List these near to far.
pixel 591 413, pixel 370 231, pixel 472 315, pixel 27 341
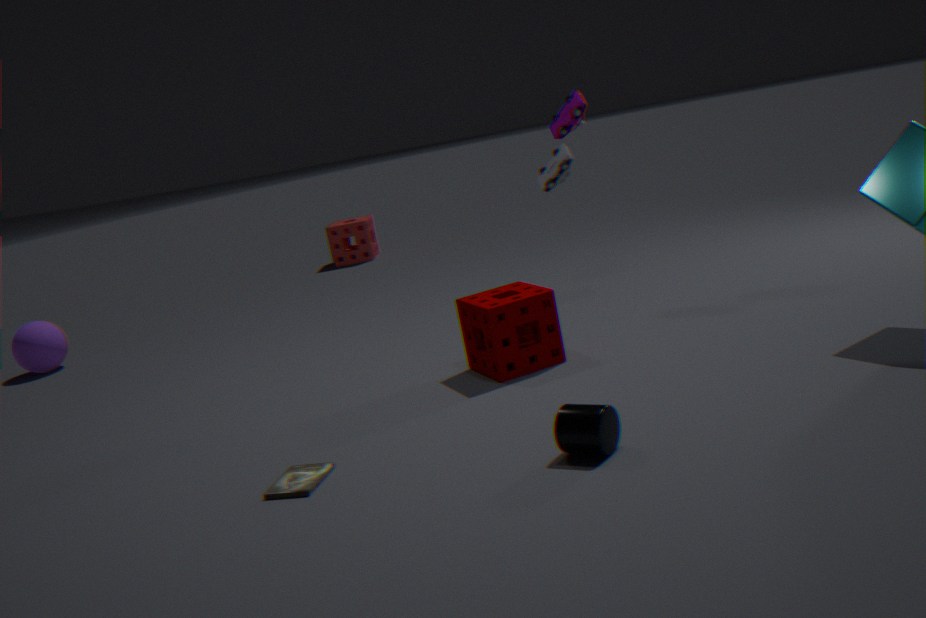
pixel 591 413 < pixel 472 315 < pixel 27 341 < pixel 370 231
